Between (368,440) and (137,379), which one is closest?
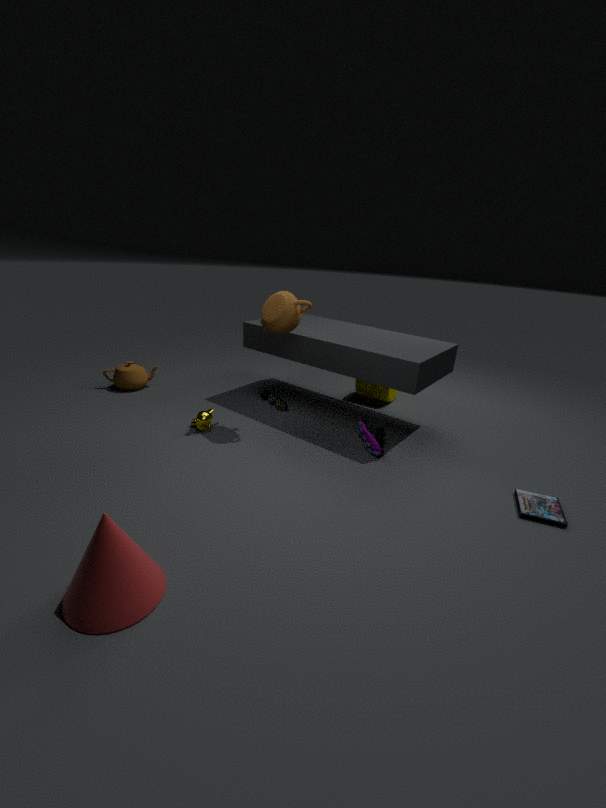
(368,440)
